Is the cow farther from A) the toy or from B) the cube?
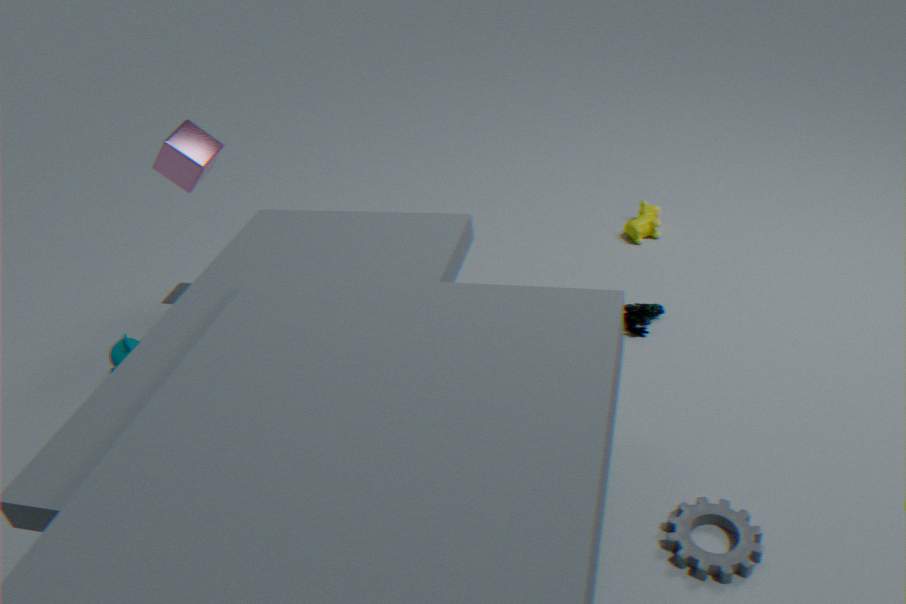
B) the cube
